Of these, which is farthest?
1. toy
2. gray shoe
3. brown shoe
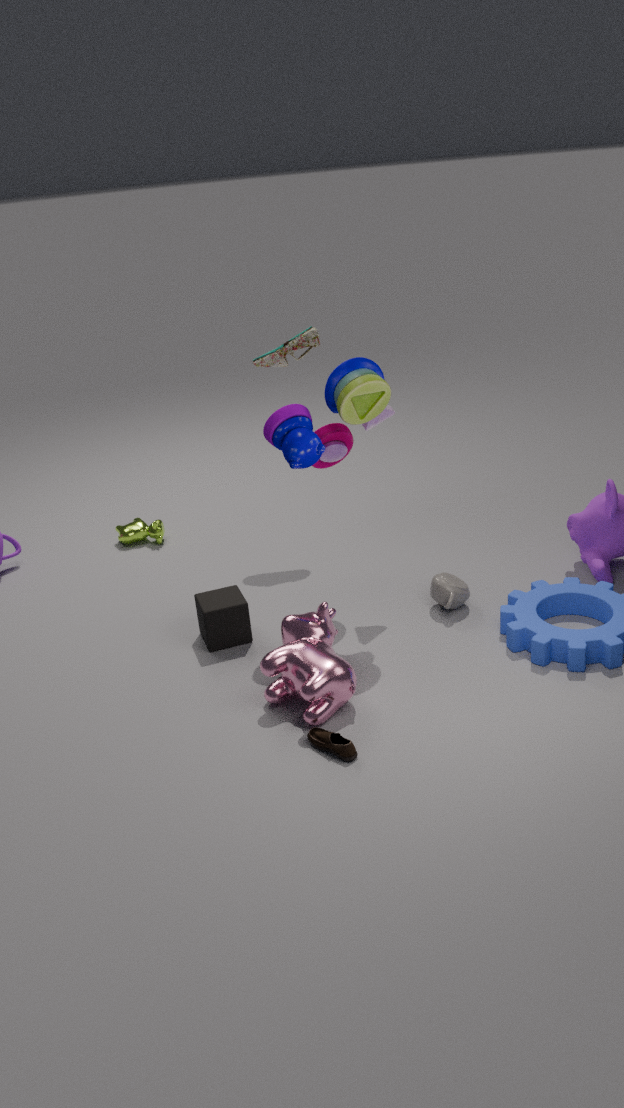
gray shoe
